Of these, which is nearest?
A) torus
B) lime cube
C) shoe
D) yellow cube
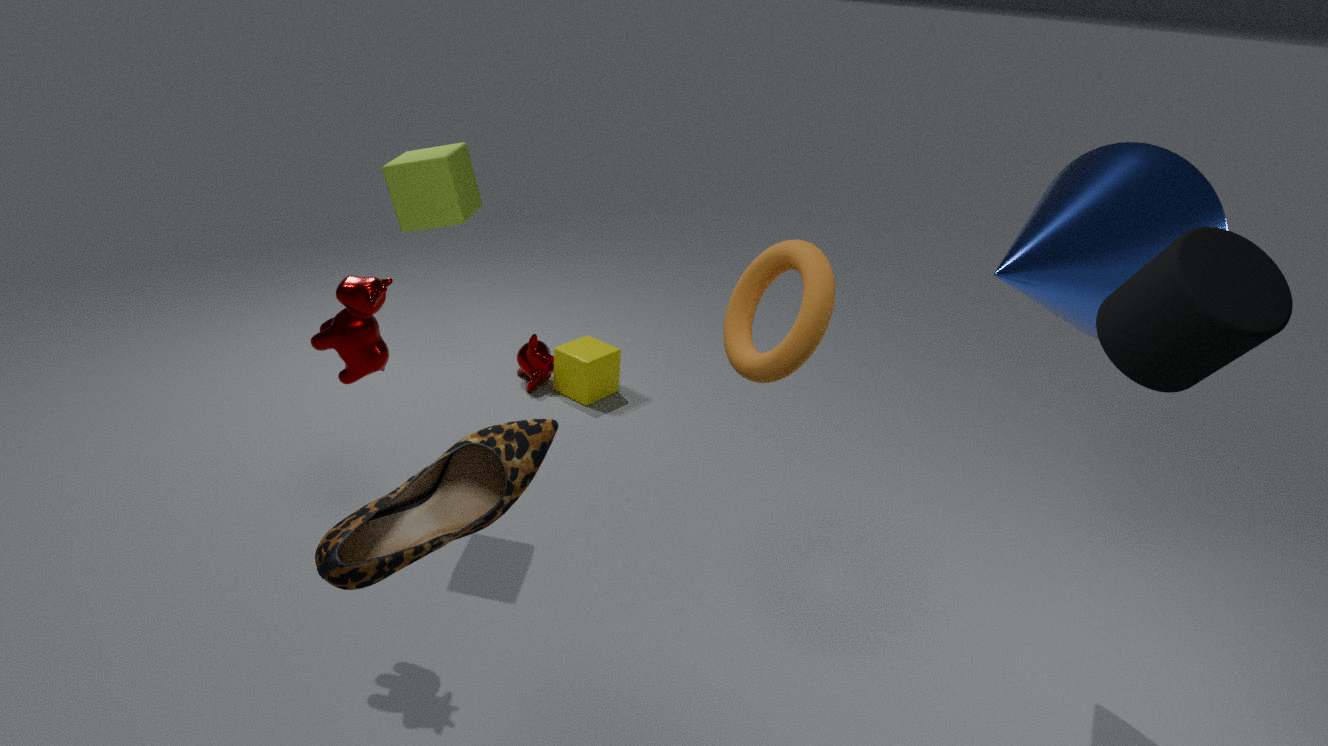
shoe
